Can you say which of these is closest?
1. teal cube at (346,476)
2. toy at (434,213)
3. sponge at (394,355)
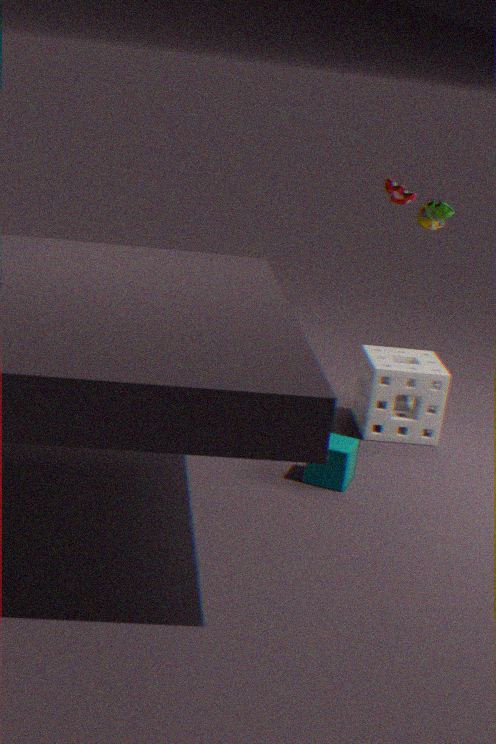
teal cube at (346,476)
